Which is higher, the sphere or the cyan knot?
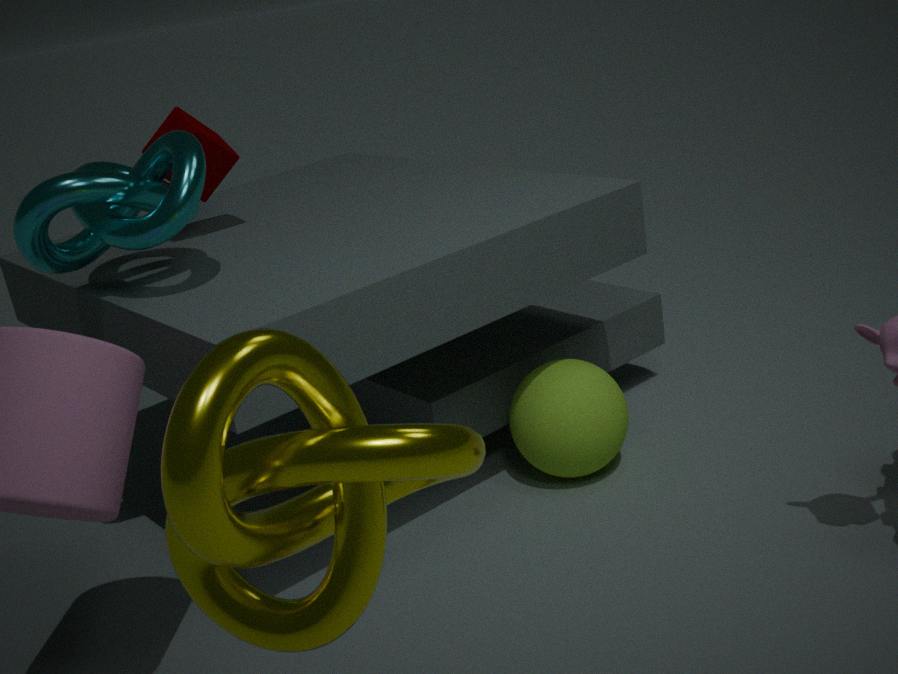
the cyan knot
